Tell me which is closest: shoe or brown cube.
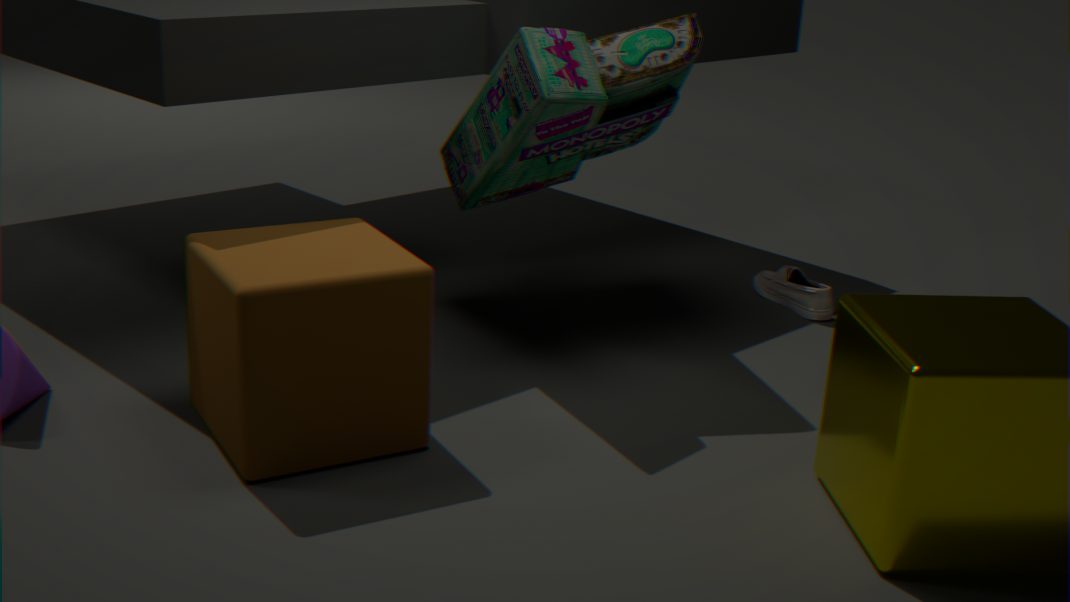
brown cube
